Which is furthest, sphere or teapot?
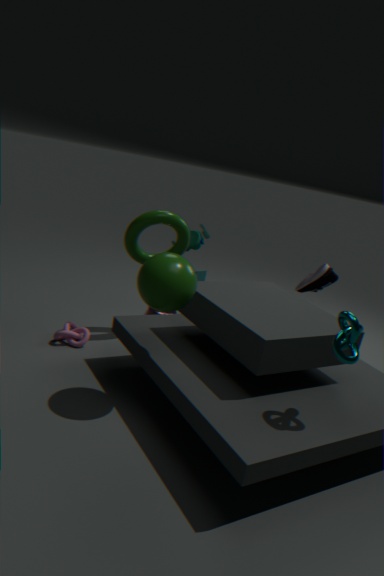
teapot
